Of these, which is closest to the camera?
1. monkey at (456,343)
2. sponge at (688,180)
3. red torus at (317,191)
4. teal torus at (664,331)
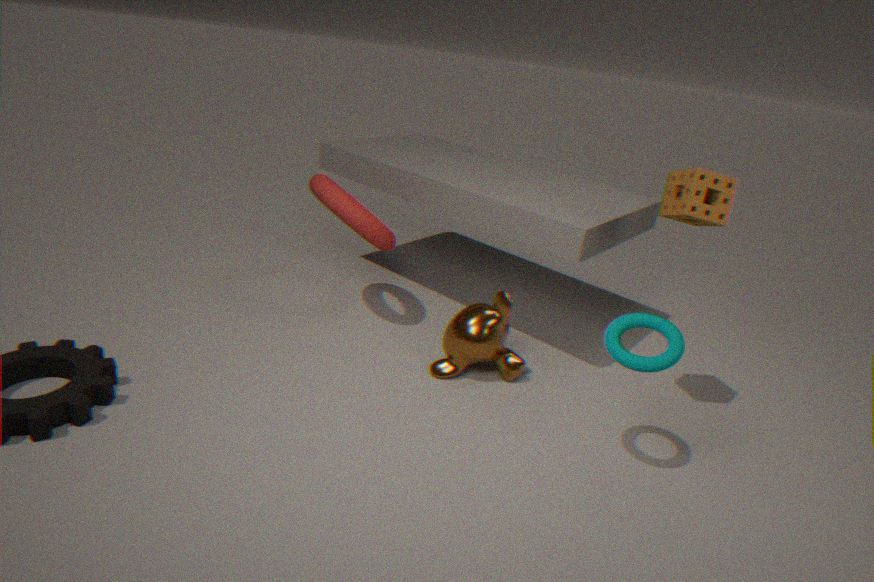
teal torus at (664,331)
